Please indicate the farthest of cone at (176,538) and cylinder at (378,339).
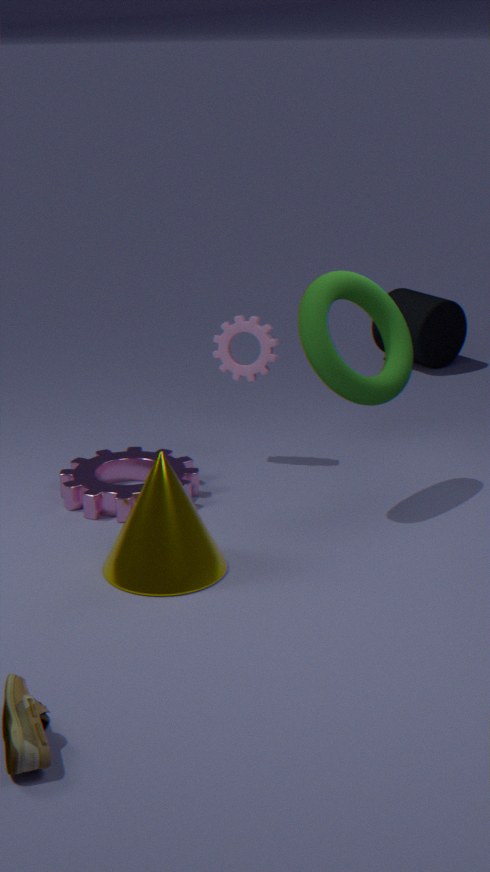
cylinder at (378,339)
